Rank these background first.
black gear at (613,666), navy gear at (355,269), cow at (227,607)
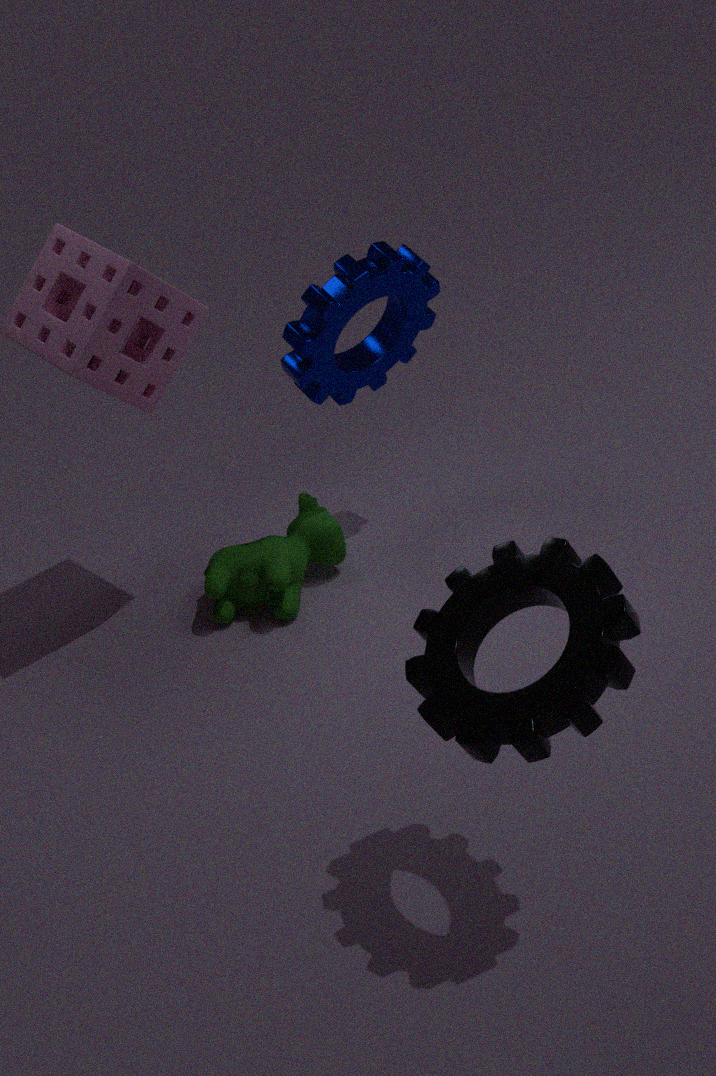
cow at (227,607)
navy gear at (355,269)
black gear at (613,666)
